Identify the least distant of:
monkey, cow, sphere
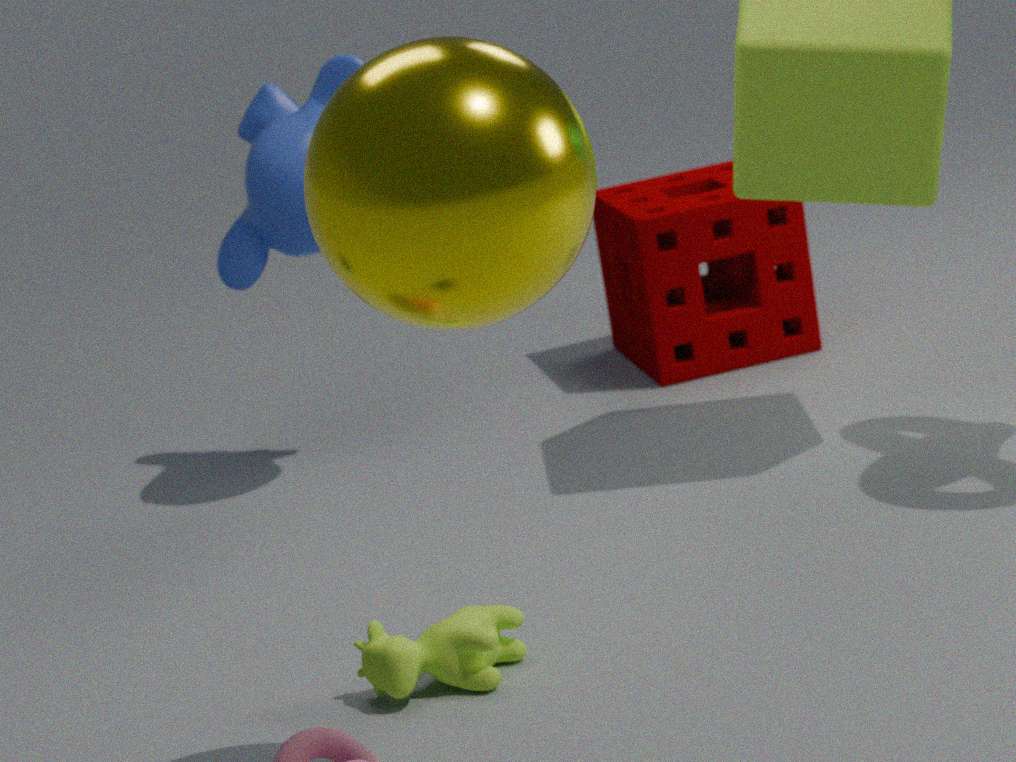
sphere
